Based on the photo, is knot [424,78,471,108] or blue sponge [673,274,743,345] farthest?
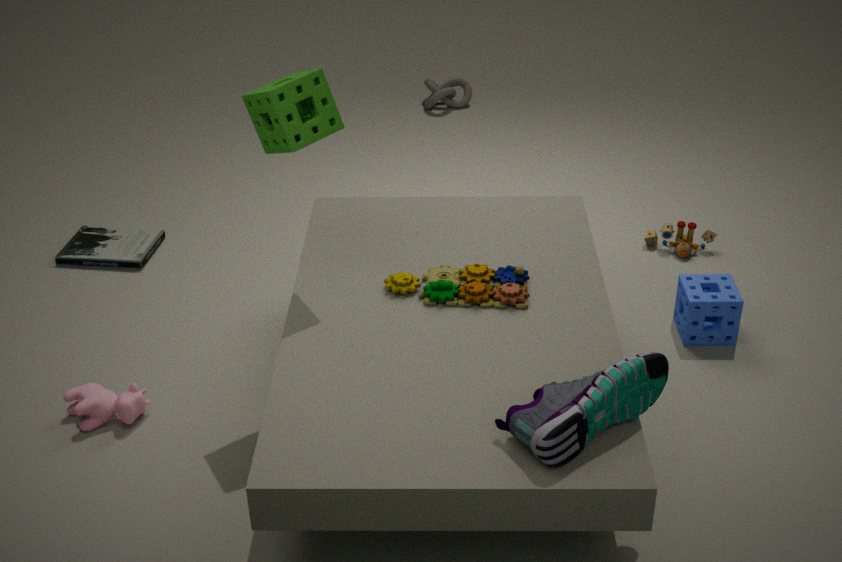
knot [424,78,471,108]
